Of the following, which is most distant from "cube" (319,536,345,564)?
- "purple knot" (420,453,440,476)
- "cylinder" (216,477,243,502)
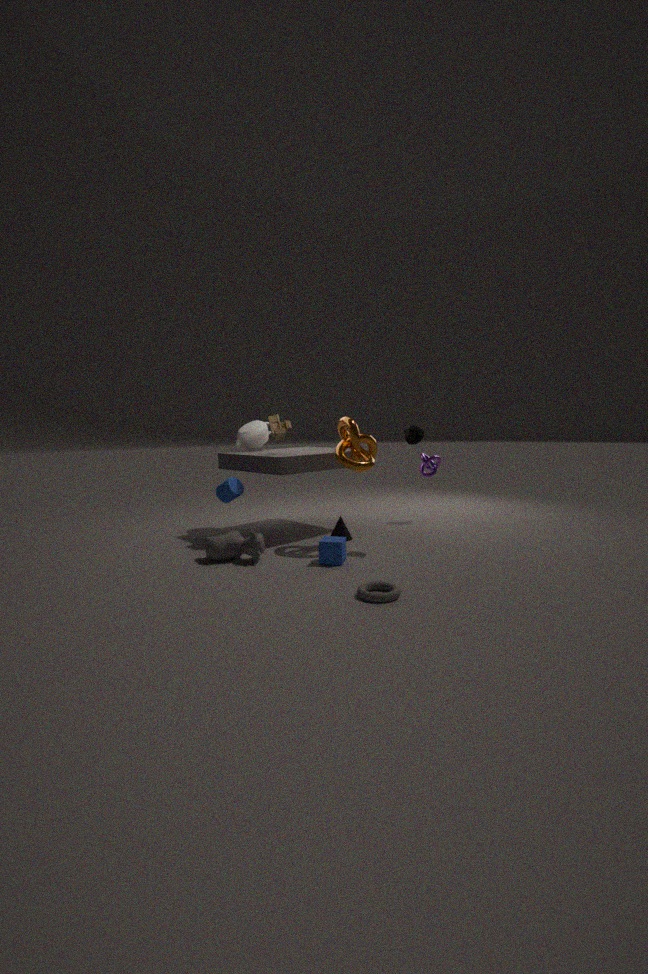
"purple knot" (420,453,440,476)
